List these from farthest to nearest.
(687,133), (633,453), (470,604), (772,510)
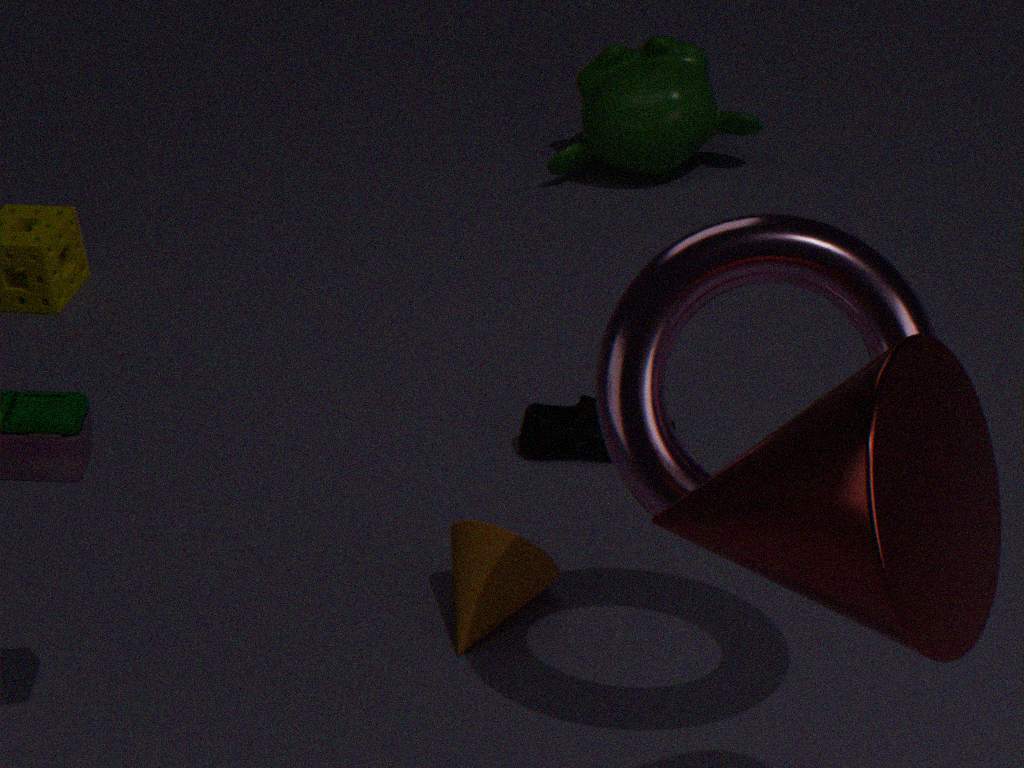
1. (687,133)
2. (470,604)
3. (633,453)
4. (772,510)
